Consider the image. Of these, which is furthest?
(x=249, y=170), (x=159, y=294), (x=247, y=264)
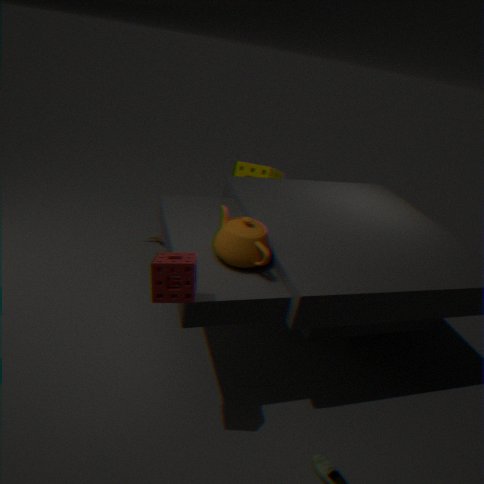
(x=249, y=170)
